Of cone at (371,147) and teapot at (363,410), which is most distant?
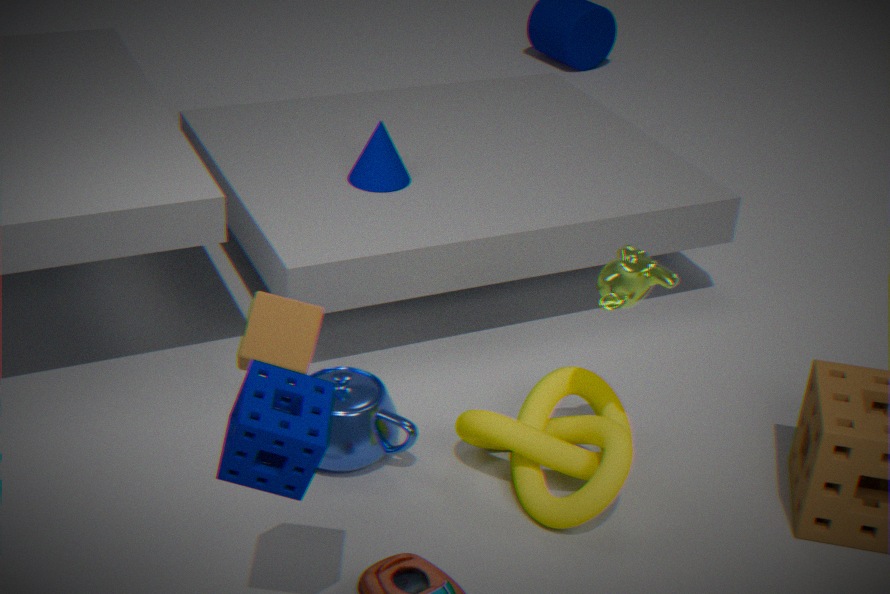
cone at (371,147)
